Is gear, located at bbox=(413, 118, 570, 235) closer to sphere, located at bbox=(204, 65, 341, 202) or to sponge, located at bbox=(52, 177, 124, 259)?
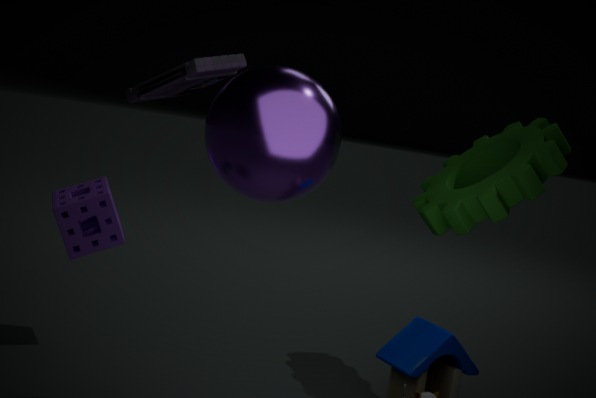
sphere, located at bbox=(204, 65, 341, 202)
